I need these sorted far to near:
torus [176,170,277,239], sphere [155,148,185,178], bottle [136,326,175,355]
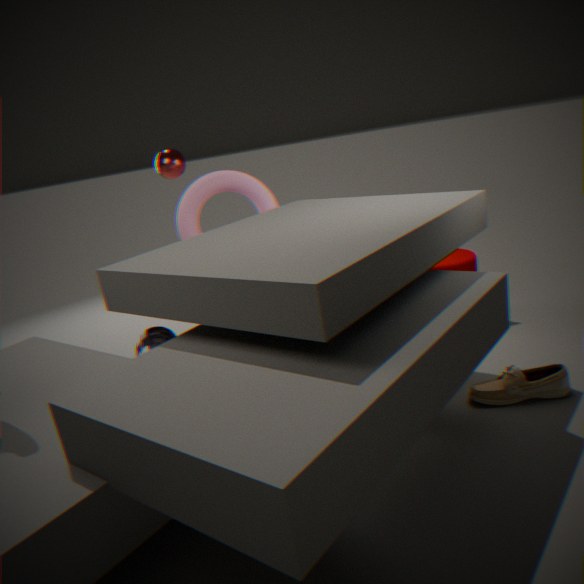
sphere [155,148,185,178] < torus [176,170,277,239] < bottle [136,326,175,355]
